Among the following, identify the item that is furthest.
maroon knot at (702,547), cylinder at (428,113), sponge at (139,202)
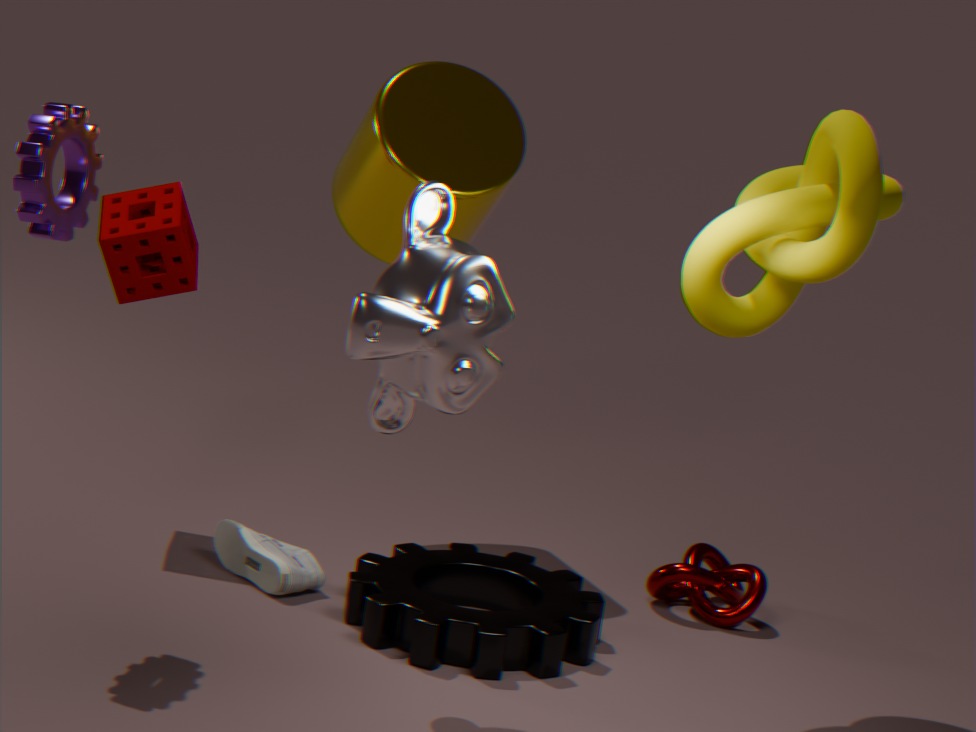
cylinder at (428,113)
